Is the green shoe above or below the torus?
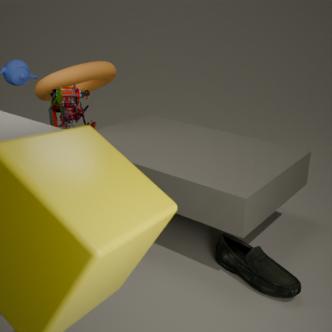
below
